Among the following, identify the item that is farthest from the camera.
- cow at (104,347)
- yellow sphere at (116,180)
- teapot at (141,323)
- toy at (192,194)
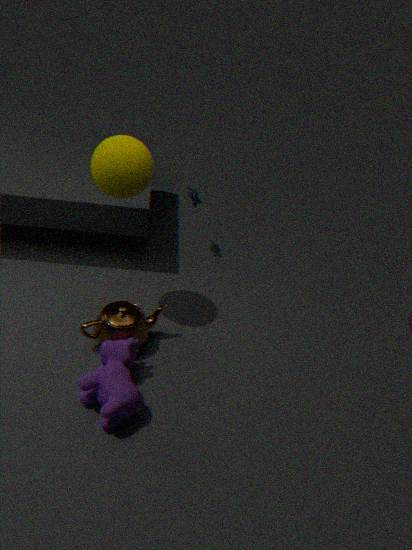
toy at (192,194)
